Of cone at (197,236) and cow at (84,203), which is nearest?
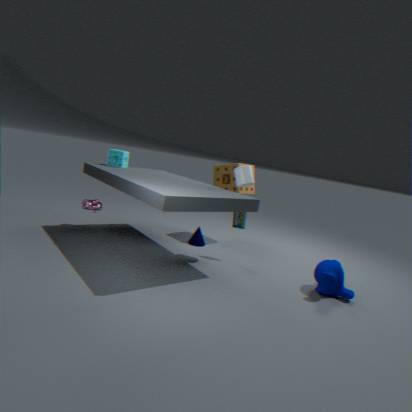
cow at (84,203)
